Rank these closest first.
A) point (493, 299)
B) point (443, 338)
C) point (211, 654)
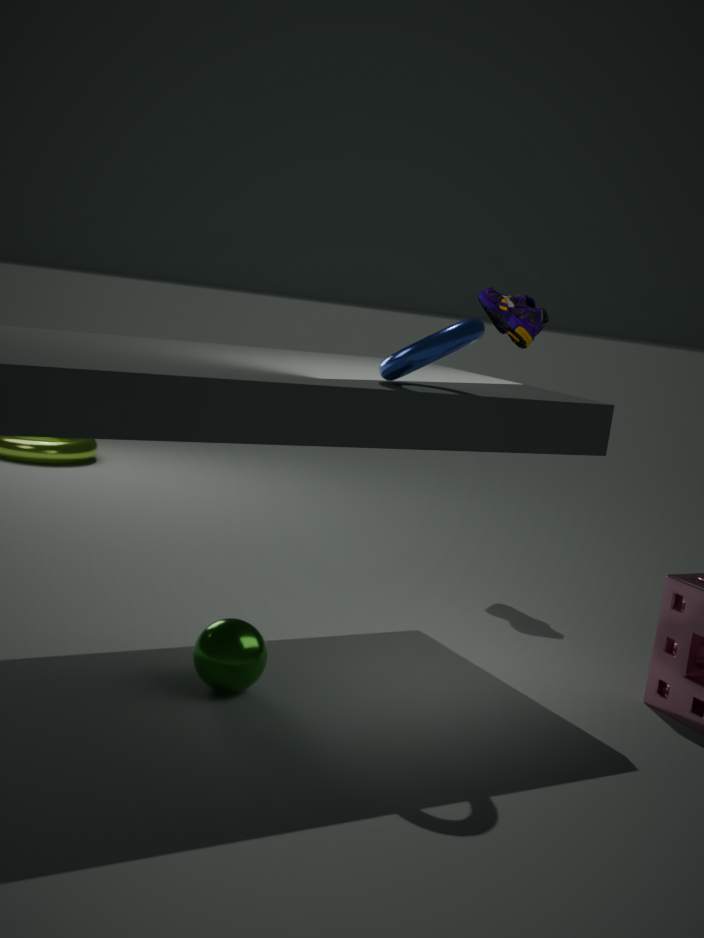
point (443, 338)
point (211, 654)
point (493, 299)
